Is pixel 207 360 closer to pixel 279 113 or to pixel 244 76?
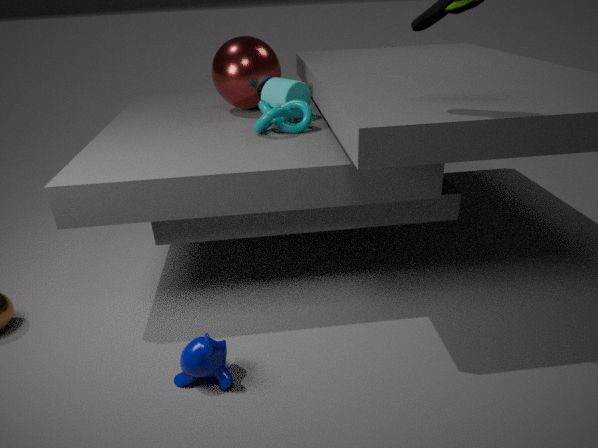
pixel 279 113
